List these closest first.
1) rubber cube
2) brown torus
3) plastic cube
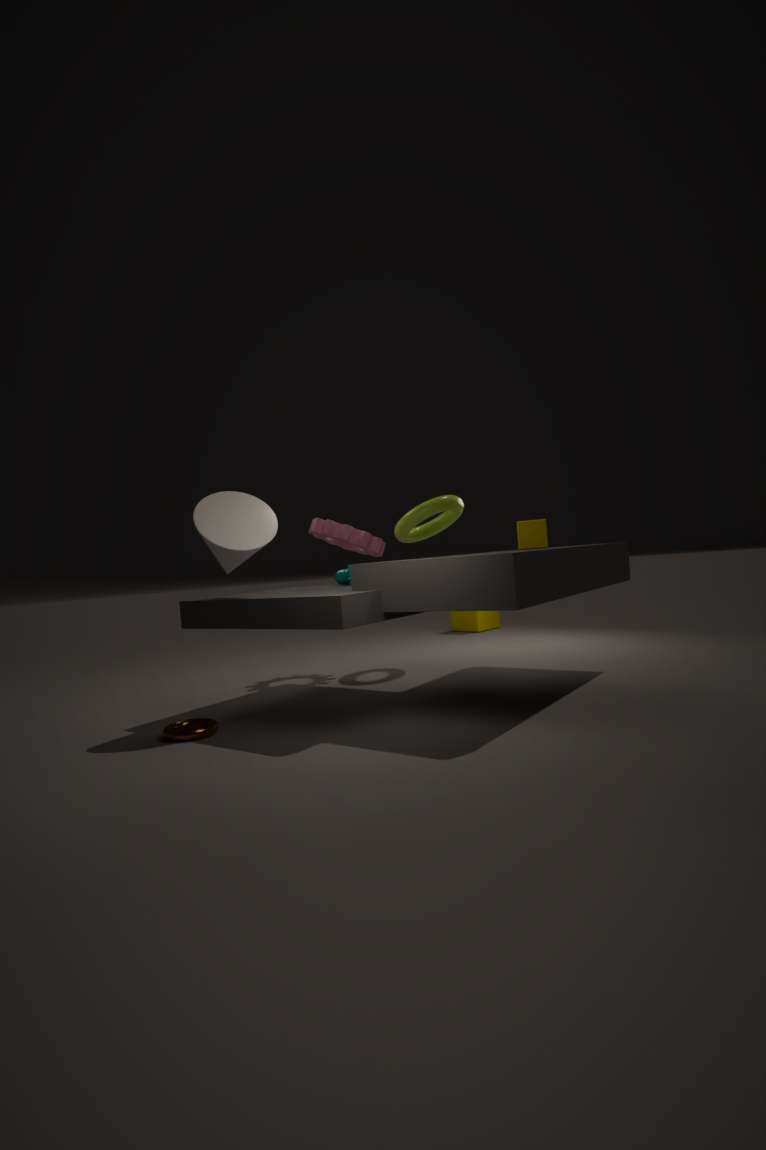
2. brown torus, 1. rubber cube, 3. plastic cube
